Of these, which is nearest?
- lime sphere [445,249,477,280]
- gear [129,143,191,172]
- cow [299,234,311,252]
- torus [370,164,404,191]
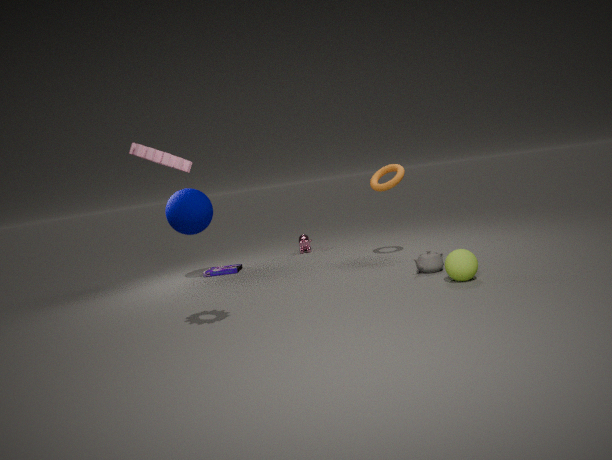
gear [129,143,191,172]
